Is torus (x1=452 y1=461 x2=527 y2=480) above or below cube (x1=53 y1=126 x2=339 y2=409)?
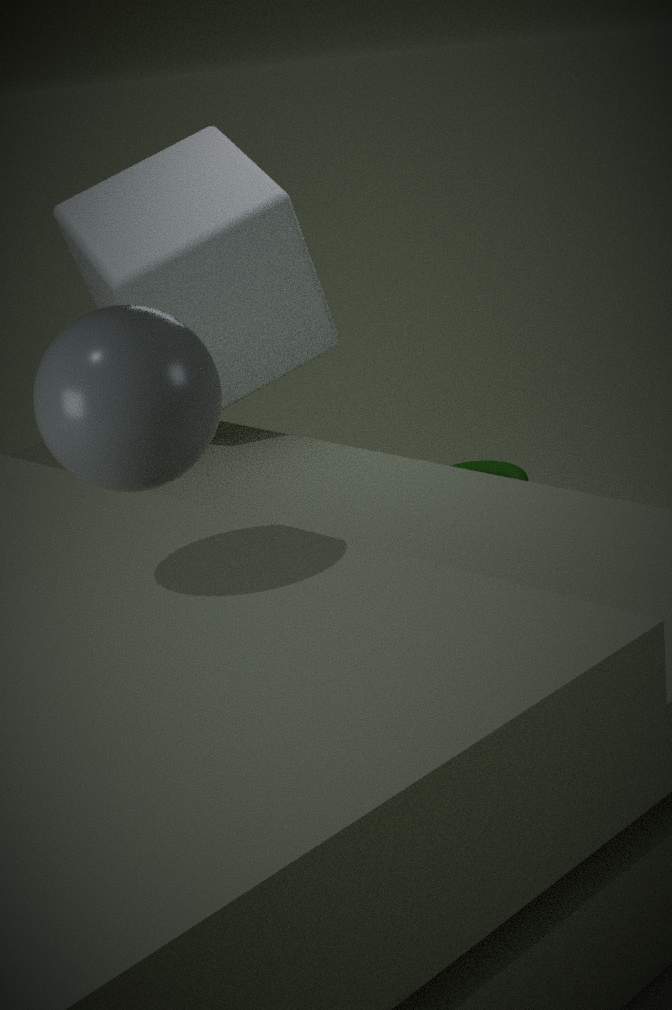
below
